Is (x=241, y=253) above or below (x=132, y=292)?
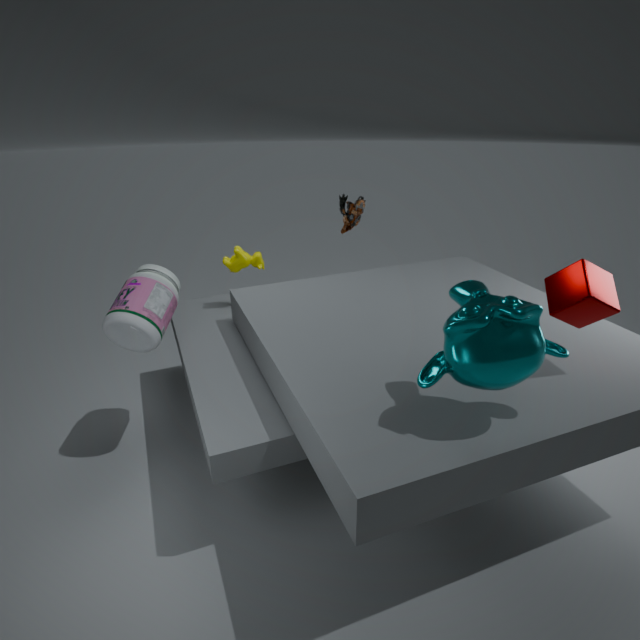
above
